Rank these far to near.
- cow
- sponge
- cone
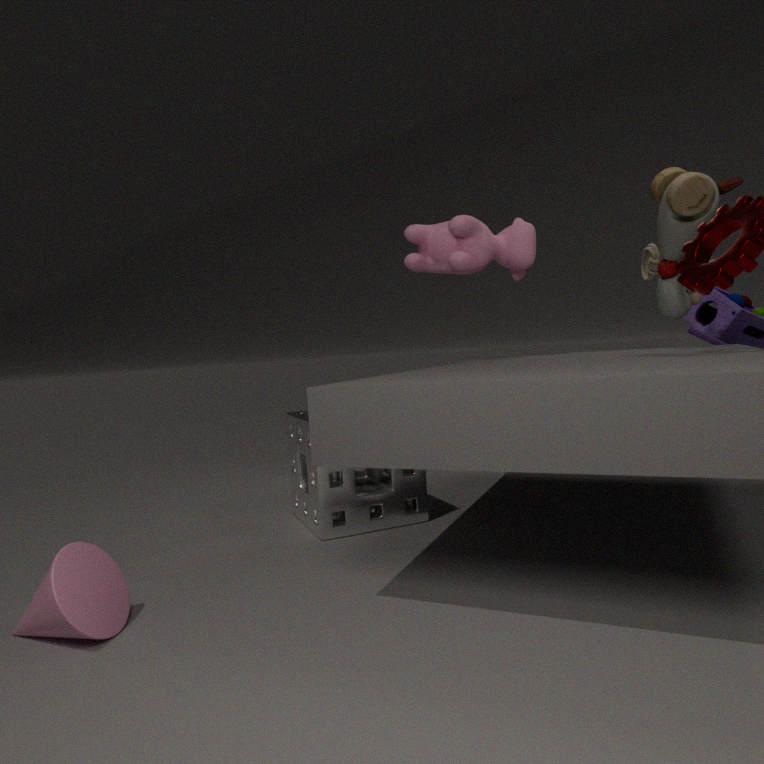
cow, sponge, cone
